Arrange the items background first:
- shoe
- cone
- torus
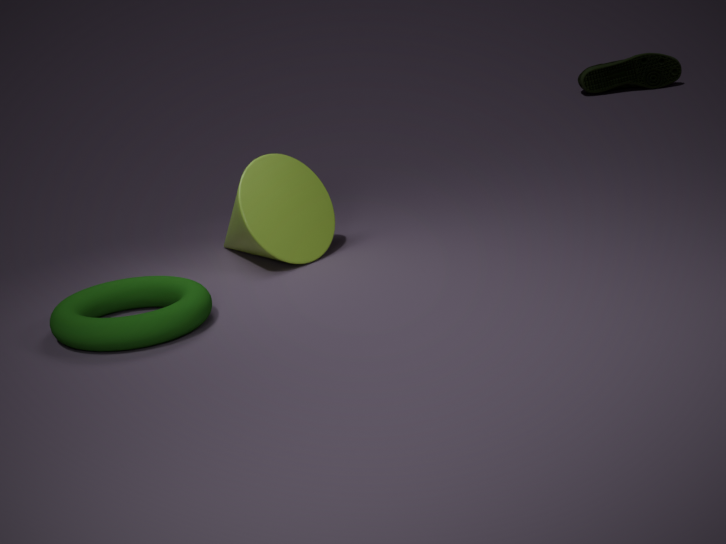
shoe, cone, torus
